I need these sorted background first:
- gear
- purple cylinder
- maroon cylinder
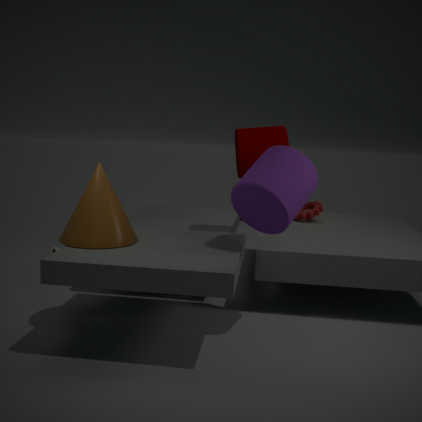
gear, maroon cylinder, purple cylinder
